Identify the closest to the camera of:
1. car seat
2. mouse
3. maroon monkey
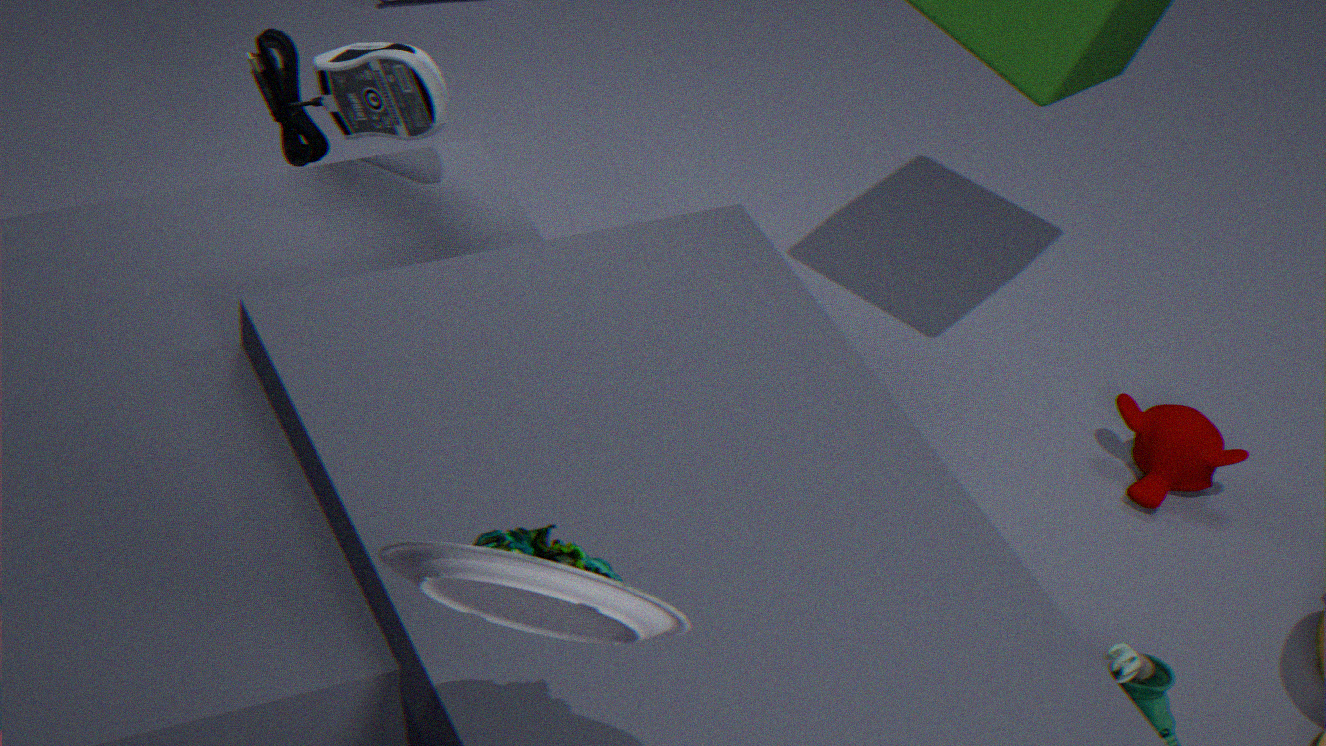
car seat
